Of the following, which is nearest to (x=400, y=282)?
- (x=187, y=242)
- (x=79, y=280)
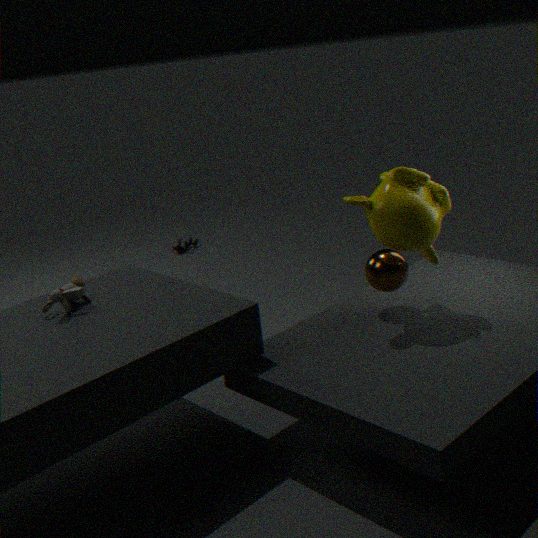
(x=79, y=280)
